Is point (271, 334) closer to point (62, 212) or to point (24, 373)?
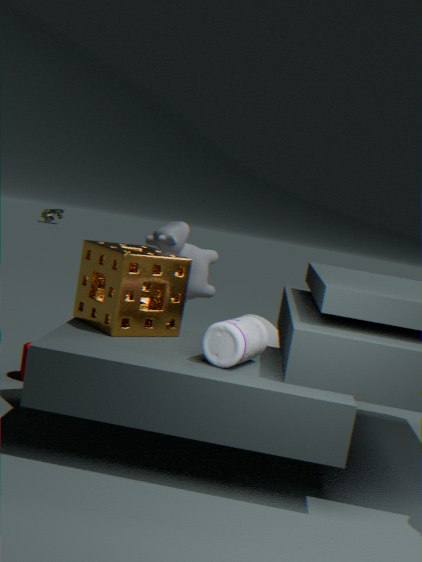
point (24, 373)
